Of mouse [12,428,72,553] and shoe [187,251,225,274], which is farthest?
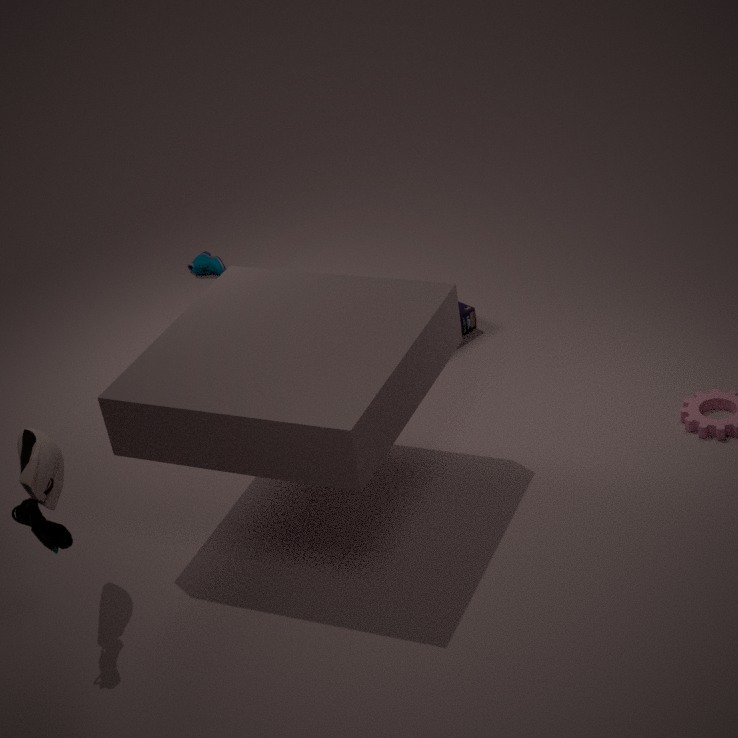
shoe [187,251,225,274]
